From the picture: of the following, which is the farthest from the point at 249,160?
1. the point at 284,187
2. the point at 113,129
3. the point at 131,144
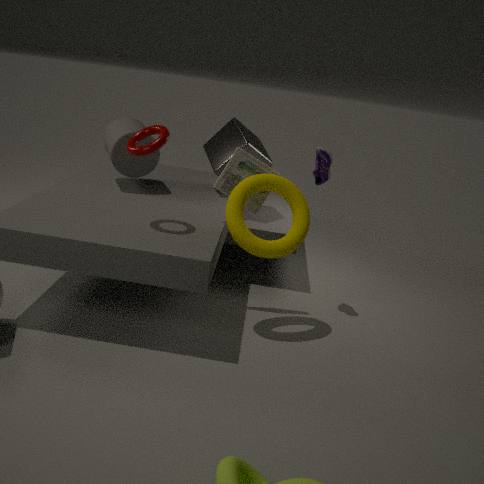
the point at 113,129
